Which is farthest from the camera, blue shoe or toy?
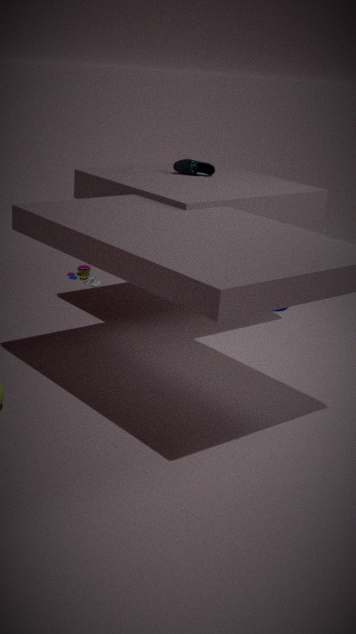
toy
